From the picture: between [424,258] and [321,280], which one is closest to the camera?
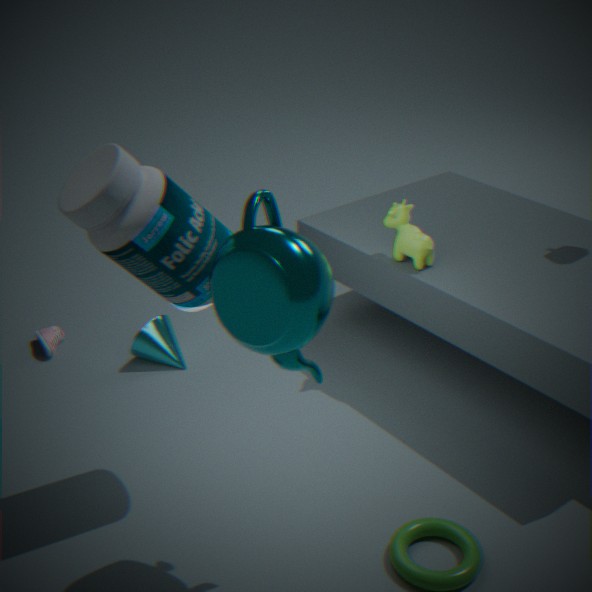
[321,280]
